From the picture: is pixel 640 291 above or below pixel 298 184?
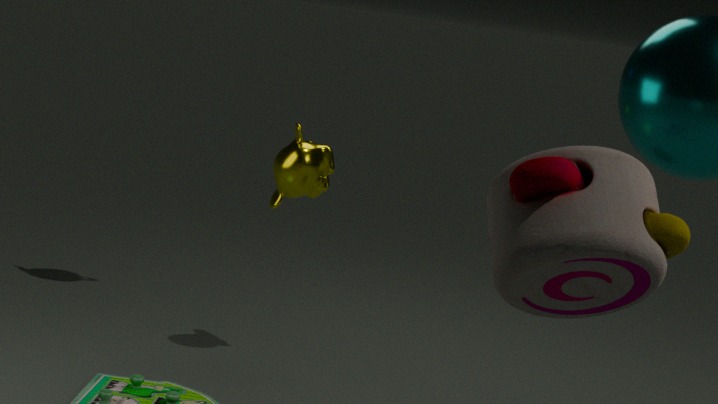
above
